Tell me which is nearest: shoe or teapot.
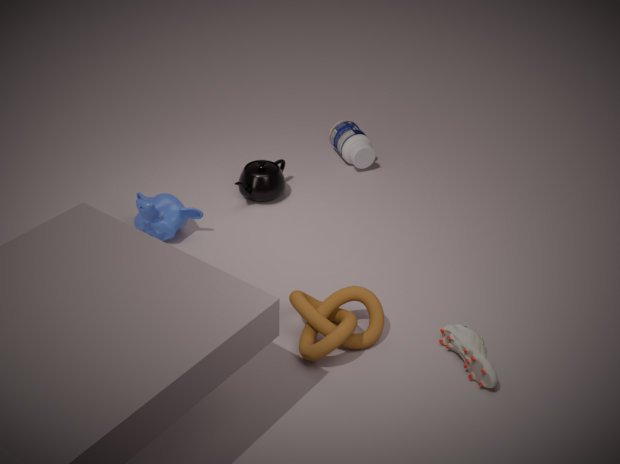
shoe
